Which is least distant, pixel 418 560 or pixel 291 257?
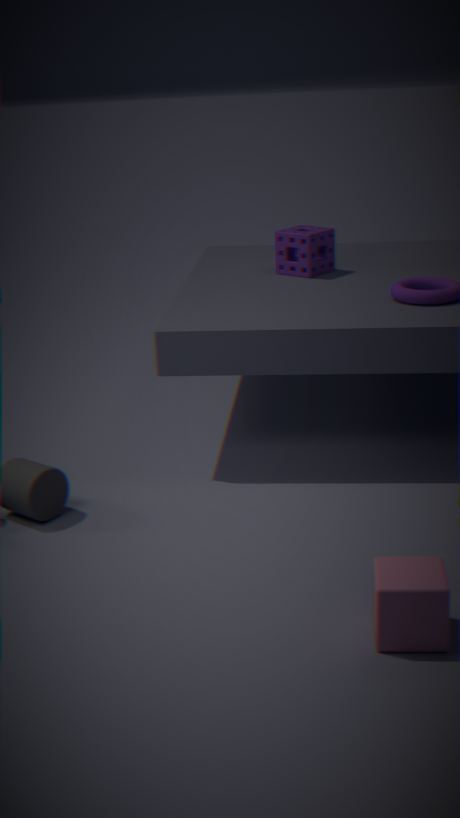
pixel 418 560
